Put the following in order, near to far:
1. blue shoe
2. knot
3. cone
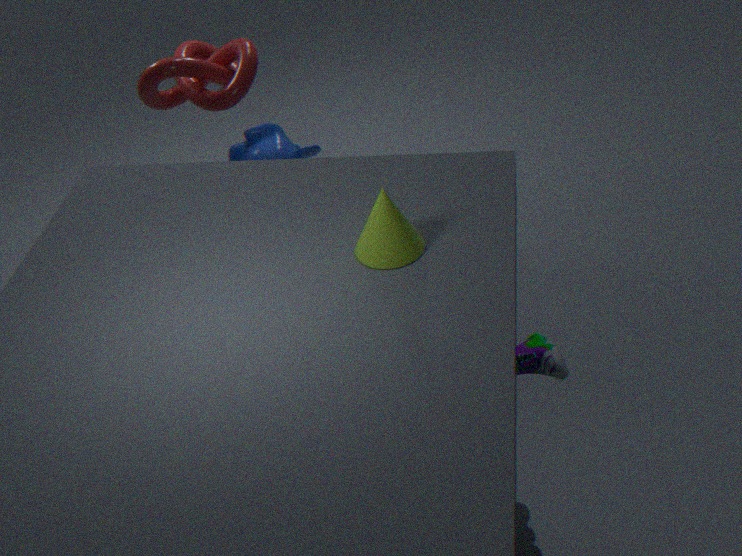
cone → blue shoe → knot
